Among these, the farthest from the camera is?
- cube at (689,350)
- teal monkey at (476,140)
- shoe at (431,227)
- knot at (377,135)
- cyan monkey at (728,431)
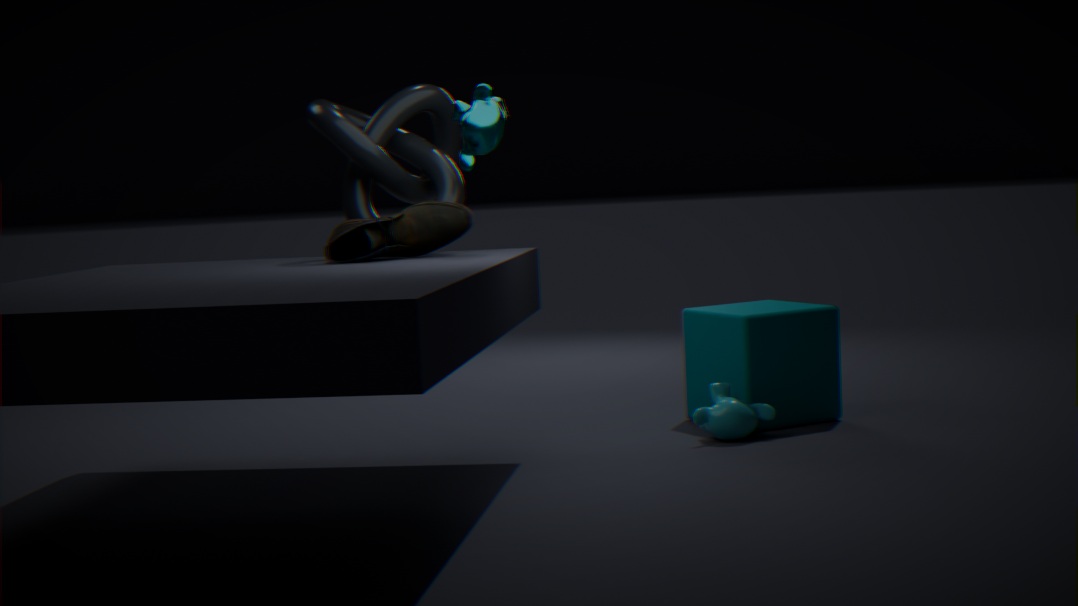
cube at (689,350)
